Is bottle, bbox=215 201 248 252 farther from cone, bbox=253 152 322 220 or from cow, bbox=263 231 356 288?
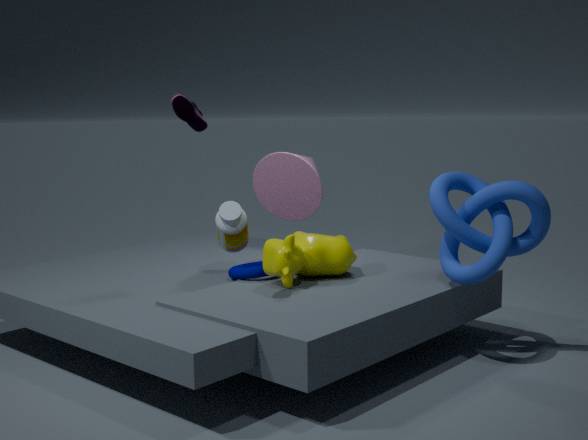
cone, bbox=253 152 322 220
